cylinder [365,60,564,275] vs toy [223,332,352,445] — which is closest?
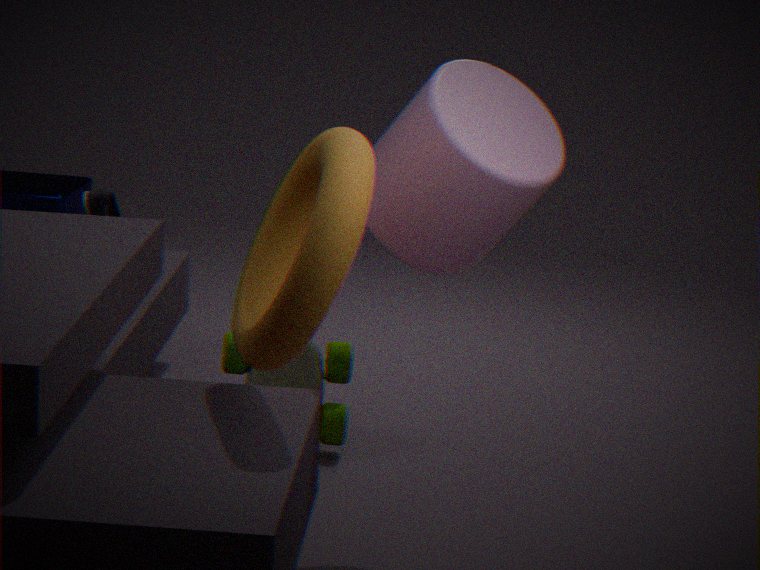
cylinder [365,60,564,275]
